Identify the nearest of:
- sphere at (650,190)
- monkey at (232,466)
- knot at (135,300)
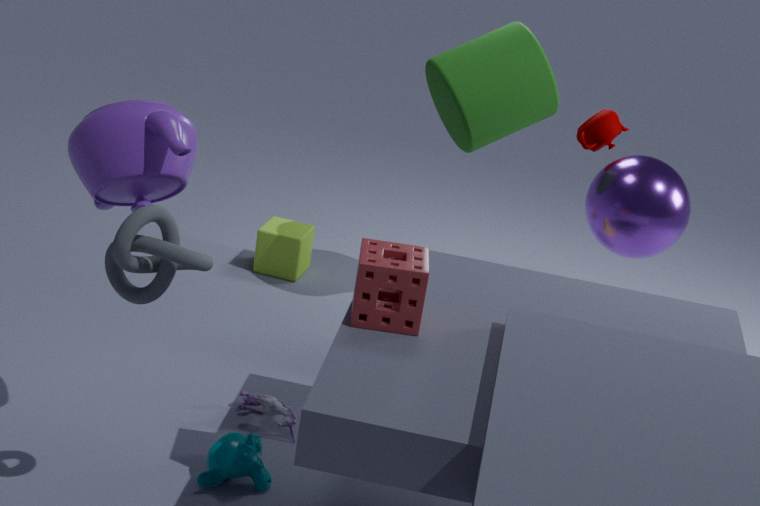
knot at (135,300)
